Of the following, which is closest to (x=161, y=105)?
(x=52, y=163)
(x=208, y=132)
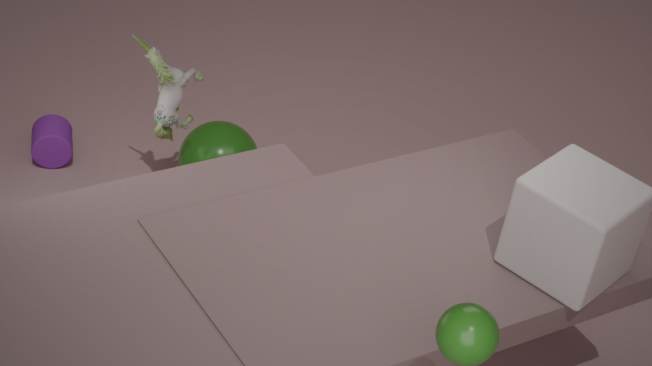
(x=208, y=132)
